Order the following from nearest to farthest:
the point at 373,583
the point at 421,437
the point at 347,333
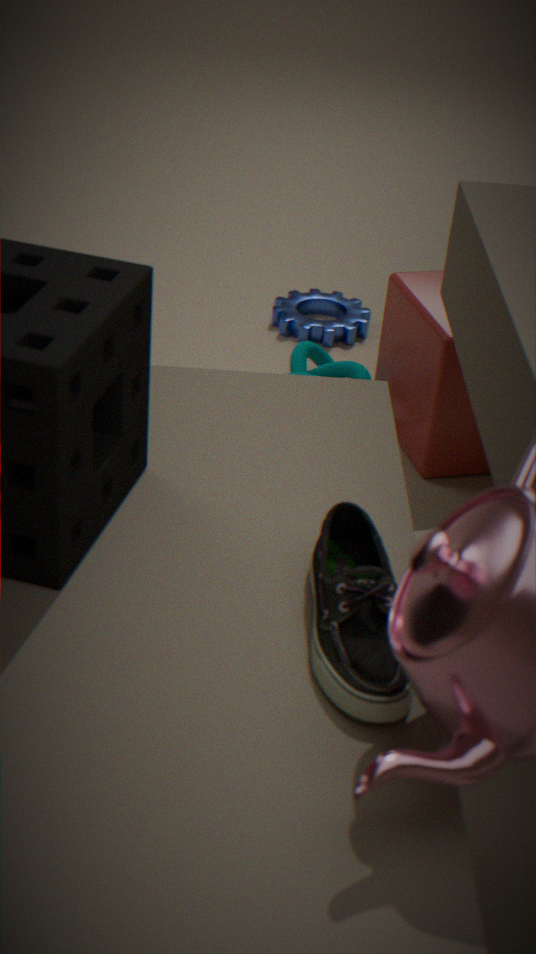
the point at 373,583
the point at 421,437
the point at 347,333
